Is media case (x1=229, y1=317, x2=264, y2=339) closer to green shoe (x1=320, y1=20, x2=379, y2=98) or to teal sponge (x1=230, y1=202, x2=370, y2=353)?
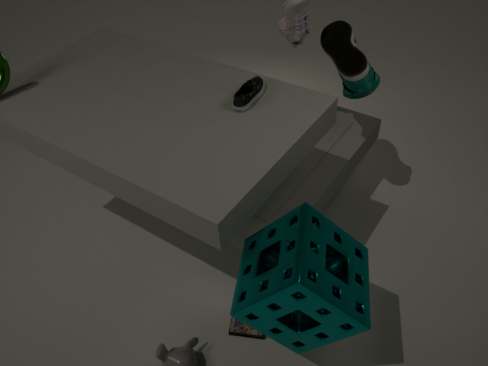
teal sponge (x1=230, y1=202, x2=370, y2=353)
